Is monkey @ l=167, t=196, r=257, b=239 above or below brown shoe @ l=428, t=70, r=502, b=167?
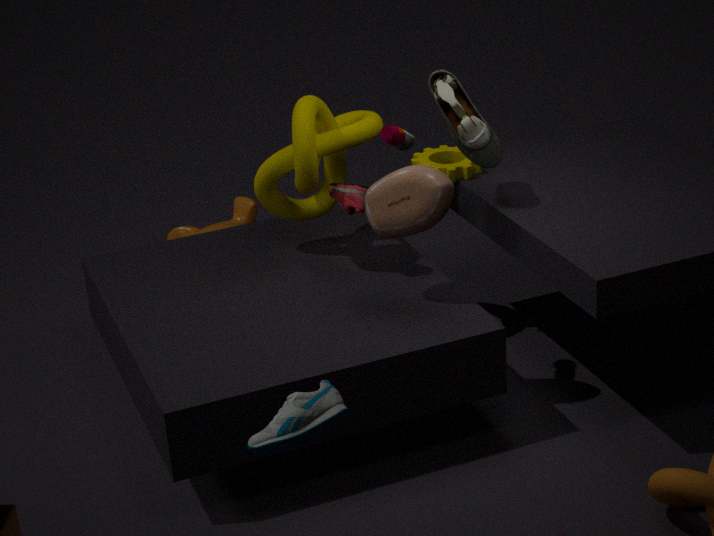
below
